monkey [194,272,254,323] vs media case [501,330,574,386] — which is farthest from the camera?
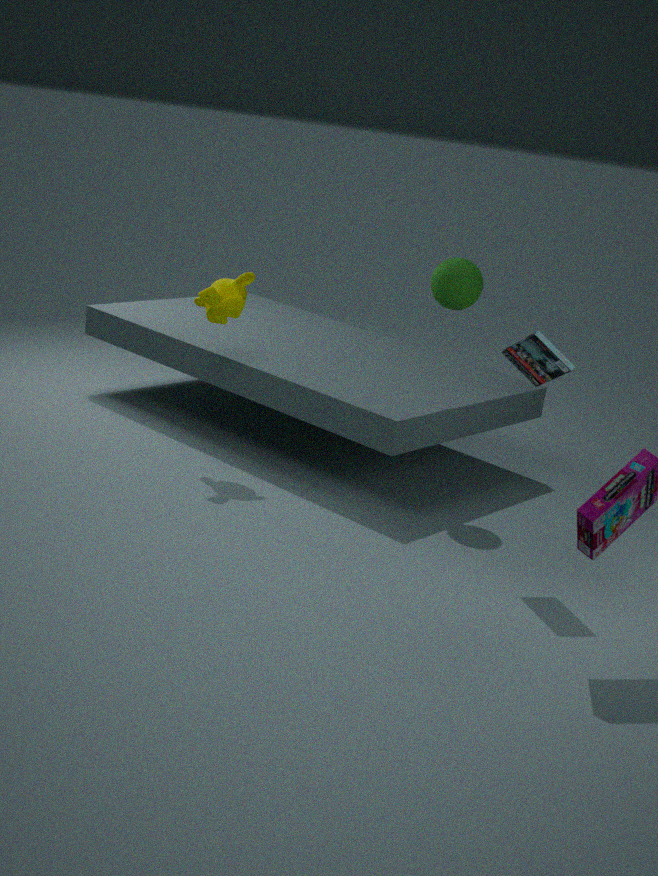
monkey [194,272,254,323]
